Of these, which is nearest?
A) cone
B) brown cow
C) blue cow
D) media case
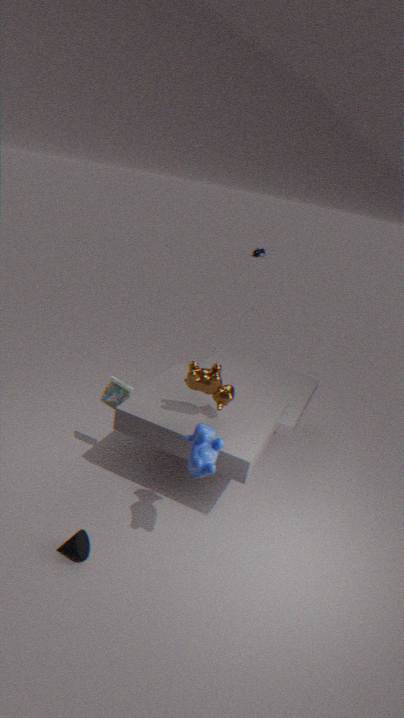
blue cow
